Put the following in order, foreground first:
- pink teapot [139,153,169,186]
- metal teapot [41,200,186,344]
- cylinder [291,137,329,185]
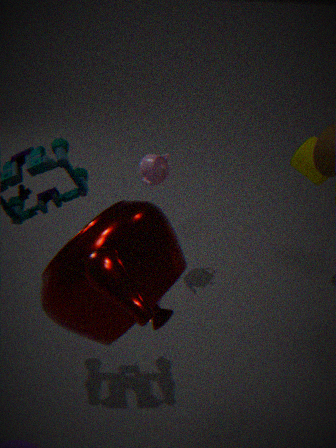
metal teapot [41,200,186,344] → cylinder [291,137,329,185] → pink teapot [139,153,169,186]
